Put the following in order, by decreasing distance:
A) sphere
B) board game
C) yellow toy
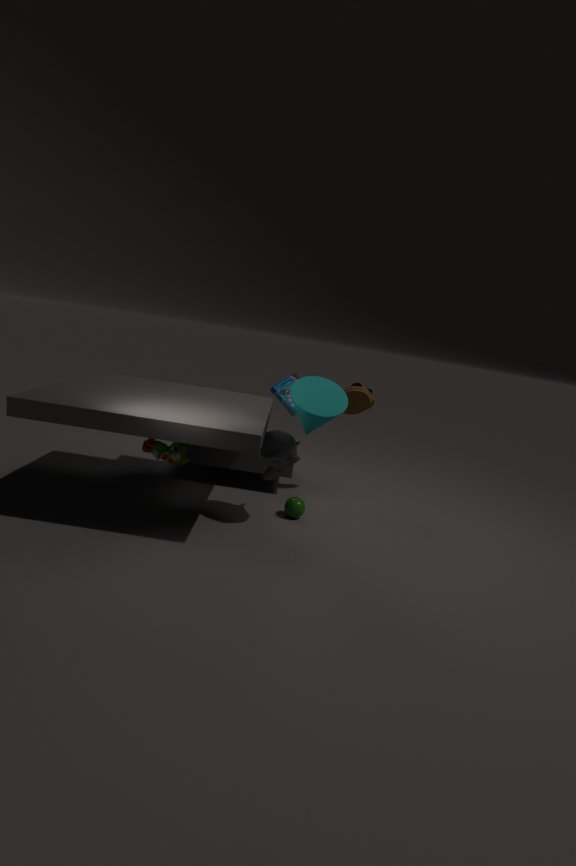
board game → sphere → yellow toy
